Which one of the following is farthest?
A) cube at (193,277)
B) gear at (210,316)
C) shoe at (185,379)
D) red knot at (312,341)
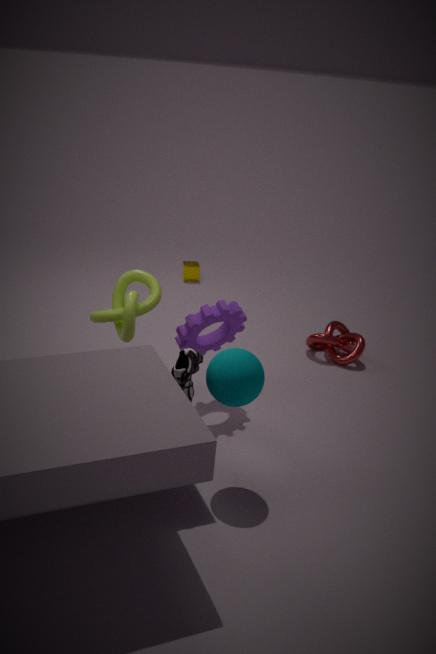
cube at (193,277)
